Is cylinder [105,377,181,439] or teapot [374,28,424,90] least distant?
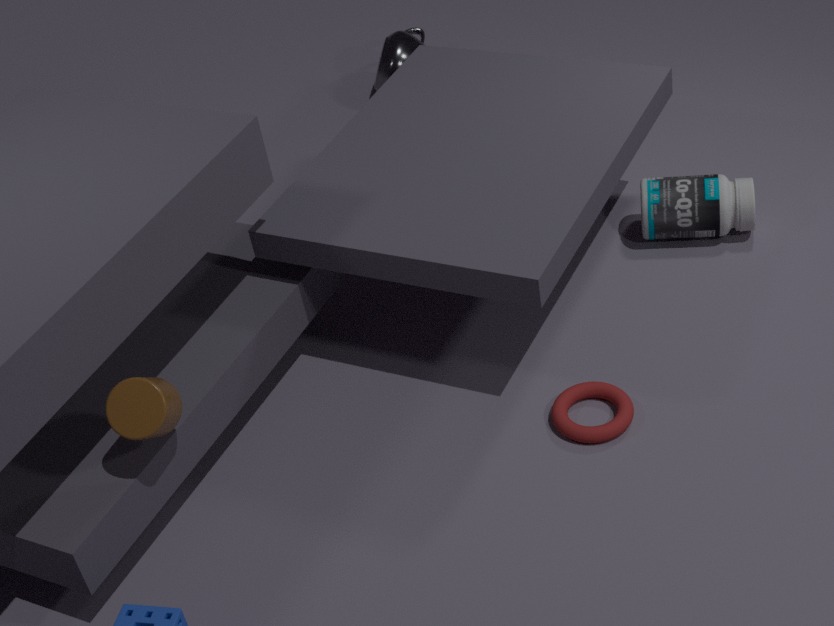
cylinder [105,377,181,439]
